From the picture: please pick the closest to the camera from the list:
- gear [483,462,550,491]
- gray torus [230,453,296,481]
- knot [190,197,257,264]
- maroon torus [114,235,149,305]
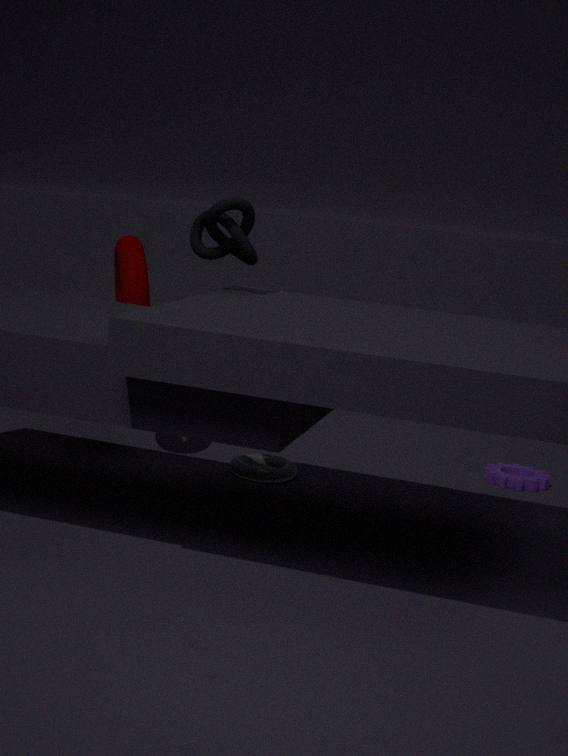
knot [190,197,257,264]
